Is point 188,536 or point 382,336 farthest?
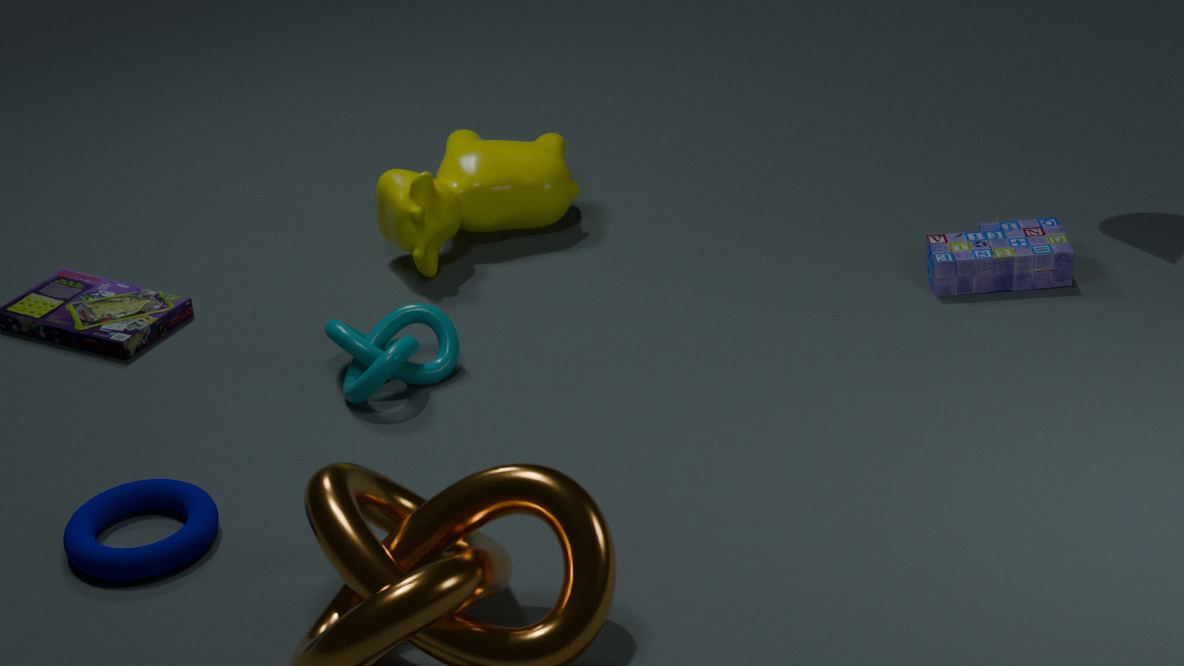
point 382,336
